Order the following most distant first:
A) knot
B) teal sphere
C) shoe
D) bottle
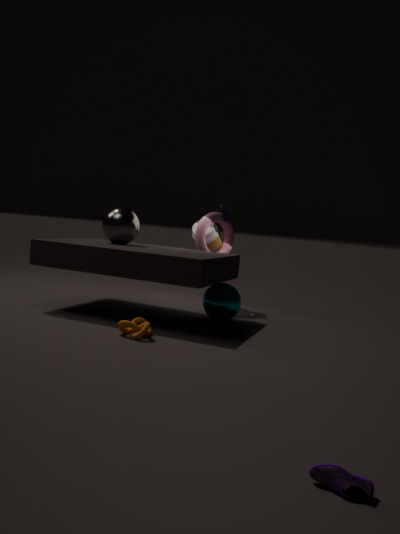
bottle
teal sphere
knot
shoe
